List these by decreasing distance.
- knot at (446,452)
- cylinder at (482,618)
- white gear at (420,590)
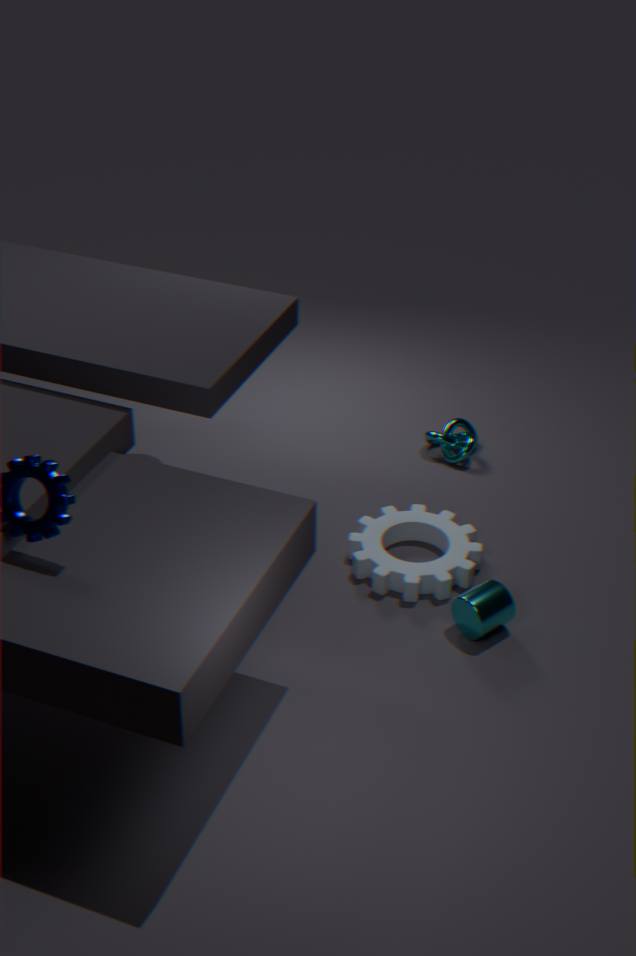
1. knot at (446,452)
2. white gear at (420,590)
3. cylinder at (482,618)
